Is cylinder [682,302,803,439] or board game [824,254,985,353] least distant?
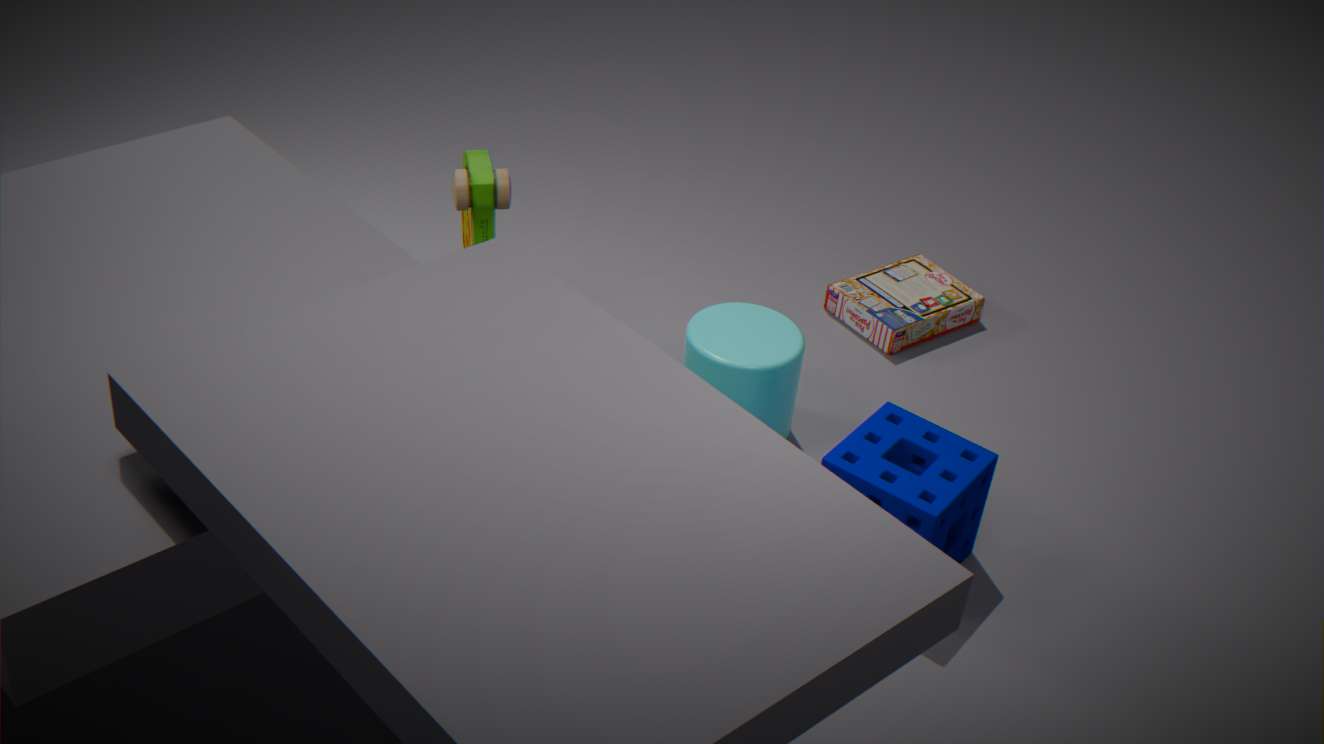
cylinder [682,302,803,439]
